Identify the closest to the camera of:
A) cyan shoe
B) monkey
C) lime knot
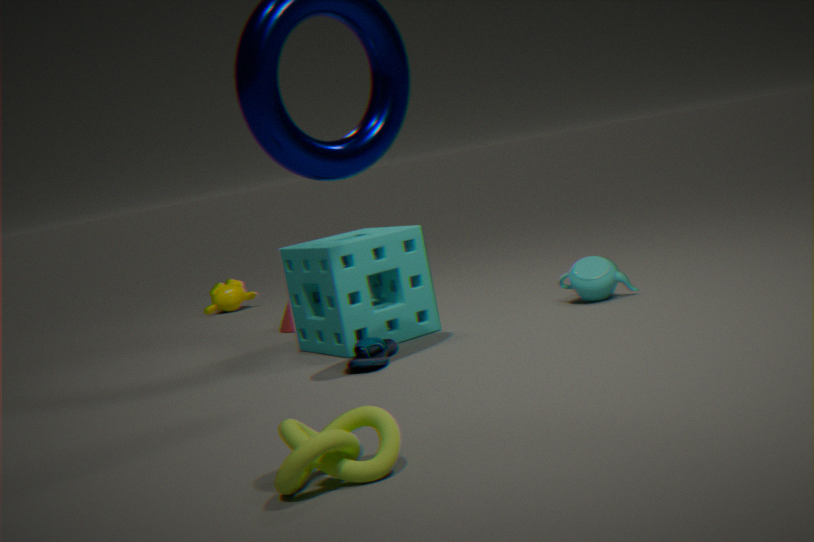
lime knot
